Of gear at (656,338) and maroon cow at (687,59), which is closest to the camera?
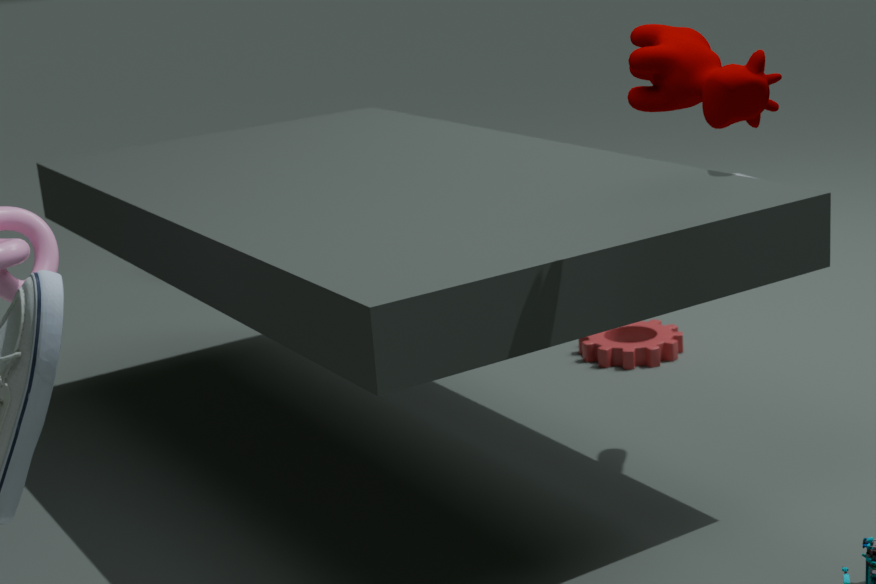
maroon cow at (687,59)
